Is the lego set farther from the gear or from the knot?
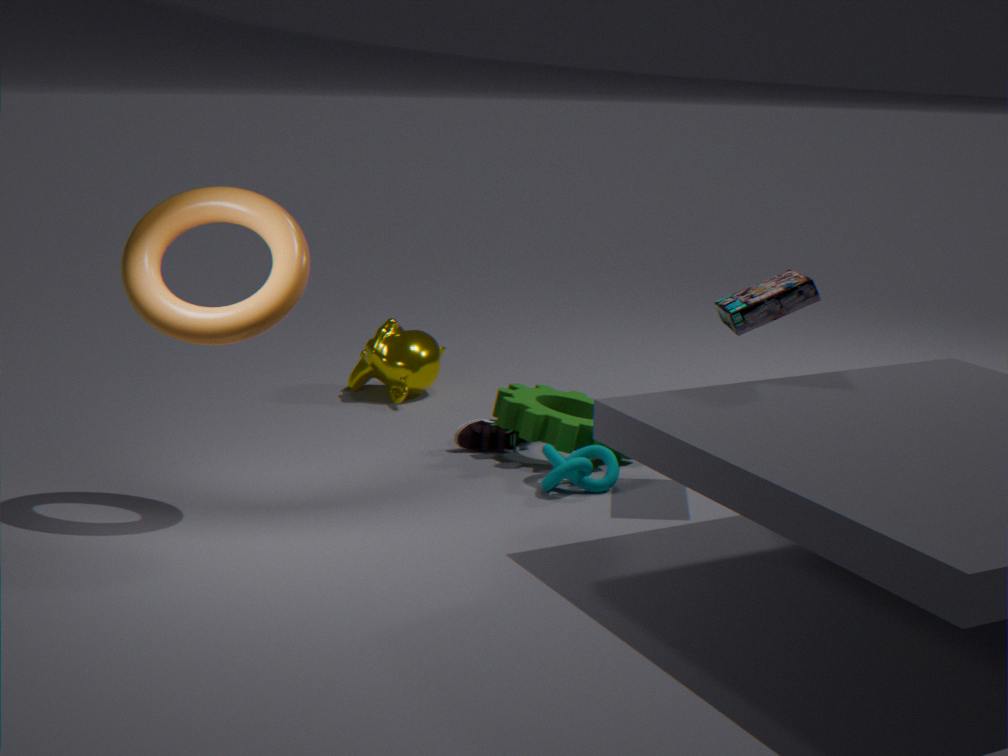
the knot
